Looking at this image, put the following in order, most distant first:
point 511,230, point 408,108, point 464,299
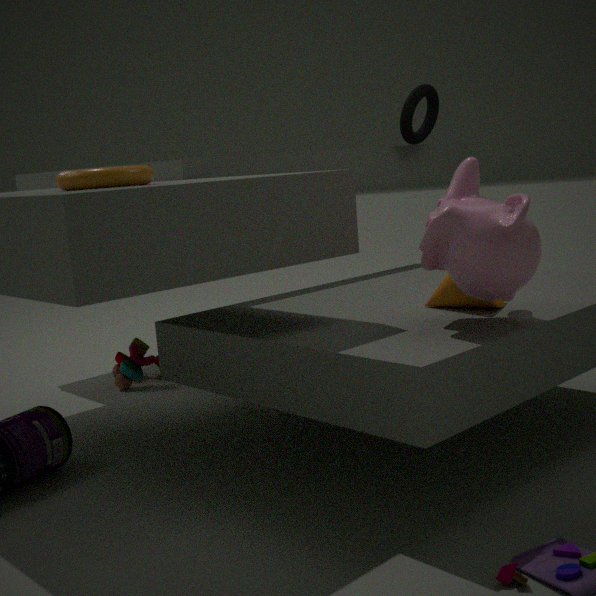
point 408,108 < point 464,299 < point 511,230
